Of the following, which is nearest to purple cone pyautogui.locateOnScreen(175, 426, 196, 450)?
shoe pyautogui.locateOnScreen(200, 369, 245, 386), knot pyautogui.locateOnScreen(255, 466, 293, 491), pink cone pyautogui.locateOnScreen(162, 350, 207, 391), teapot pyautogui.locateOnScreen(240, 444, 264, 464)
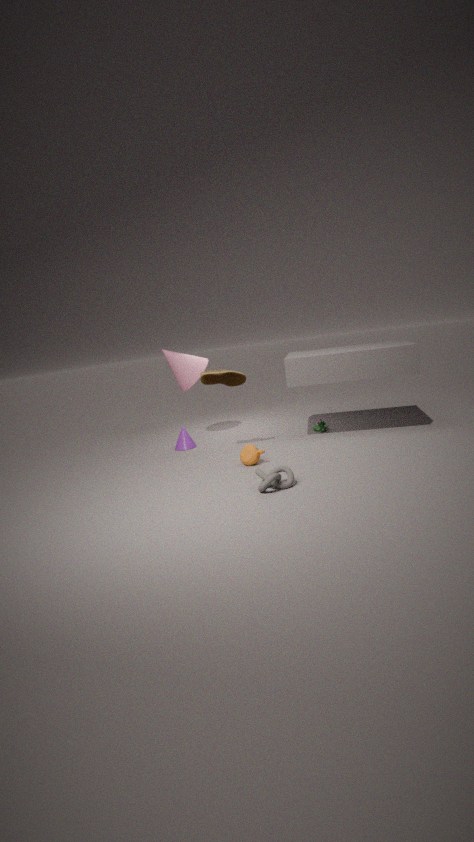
pink cone pyautogui.locateOnScreen(162, 350, 207, 391)
